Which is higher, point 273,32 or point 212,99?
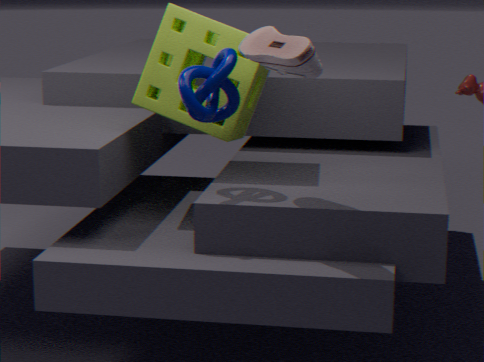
A: point 273,32
